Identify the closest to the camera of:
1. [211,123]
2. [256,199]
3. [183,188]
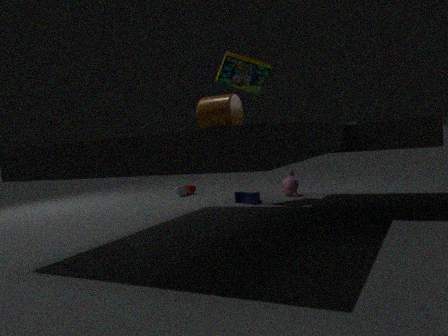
[211,123]
